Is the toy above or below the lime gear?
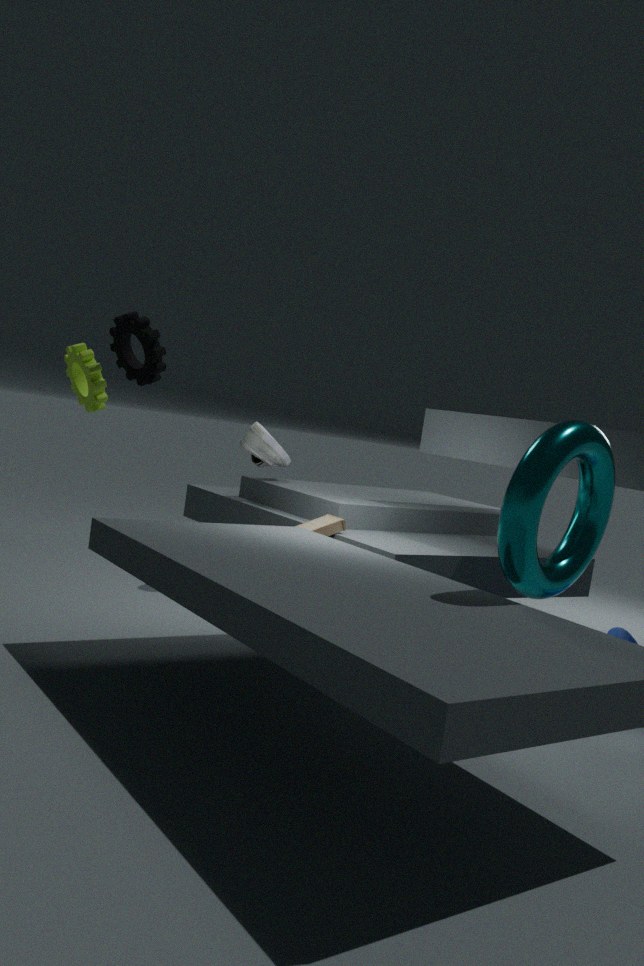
below
